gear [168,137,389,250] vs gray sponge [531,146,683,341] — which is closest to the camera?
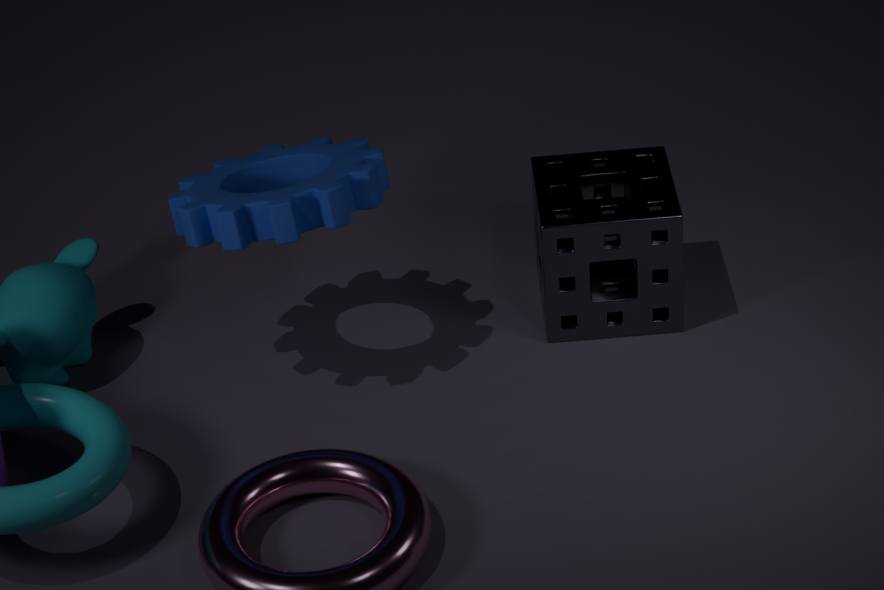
gear [168,137,389,250]
